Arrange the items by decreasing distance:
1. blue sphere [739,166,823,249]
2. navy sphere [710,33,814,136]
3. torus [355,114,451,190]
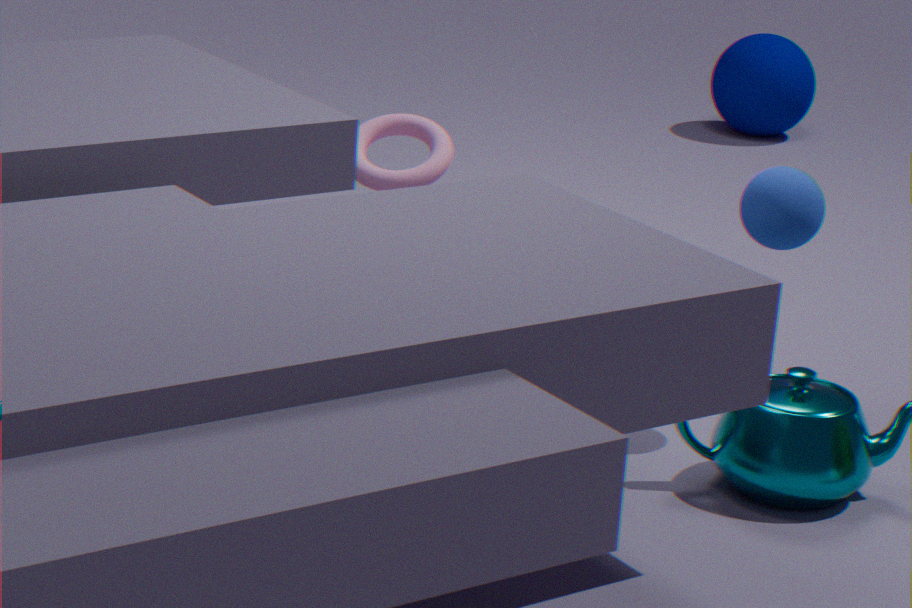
navy sphere [710,33,814,136] → torus [355,114,451,190] → blue sphere [739,166,823,249]
